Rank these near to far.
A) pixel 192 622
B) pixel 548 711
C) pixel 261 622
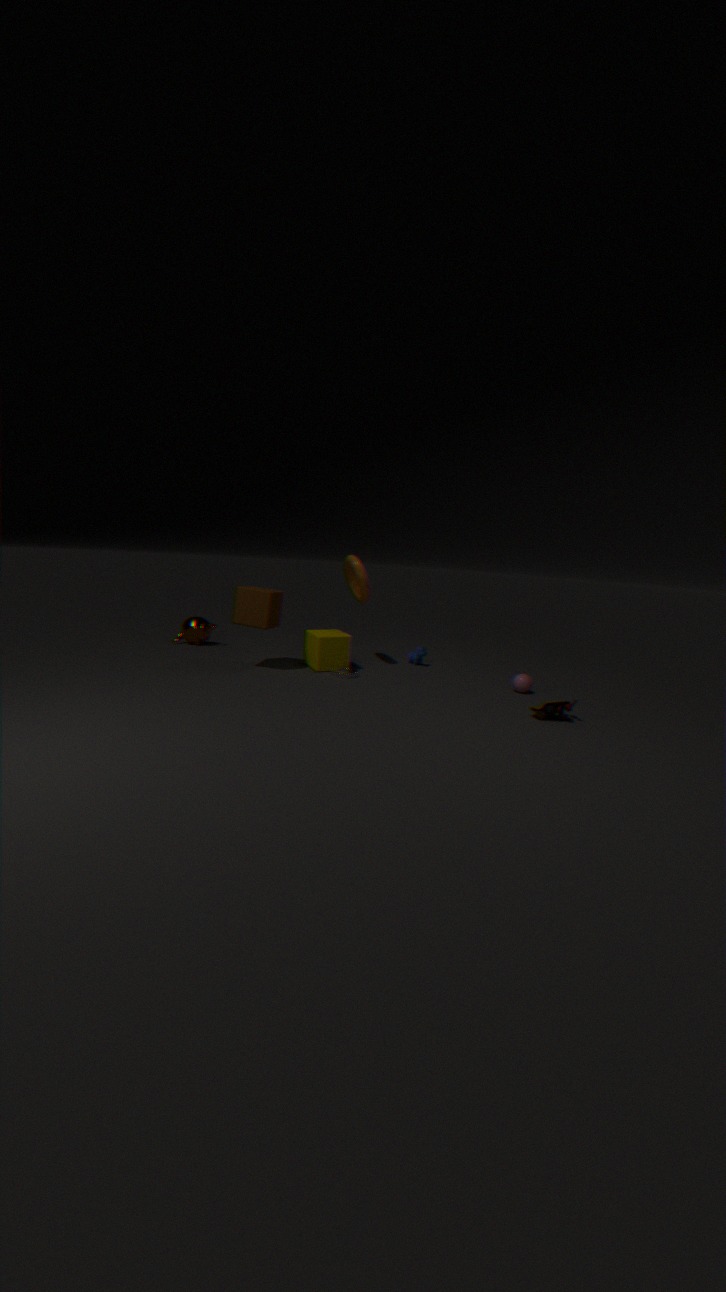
pixel 548 711 → pixel 261 622 → pixel 192 622
